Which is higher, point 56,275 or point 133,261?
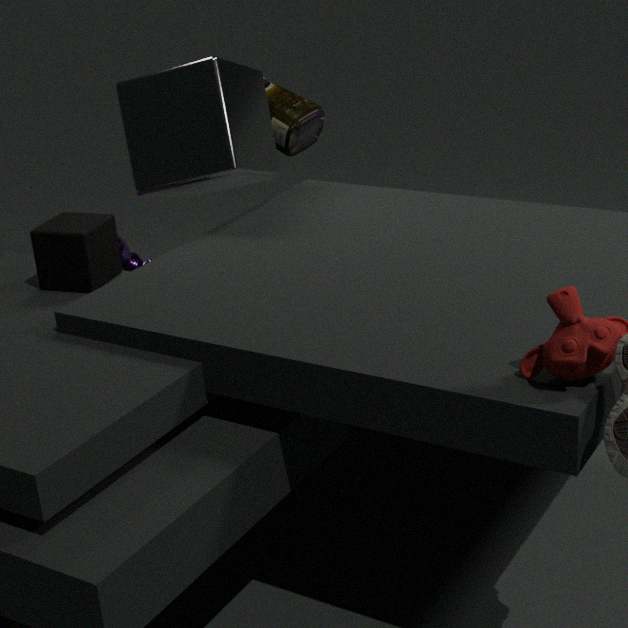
point 56,275
